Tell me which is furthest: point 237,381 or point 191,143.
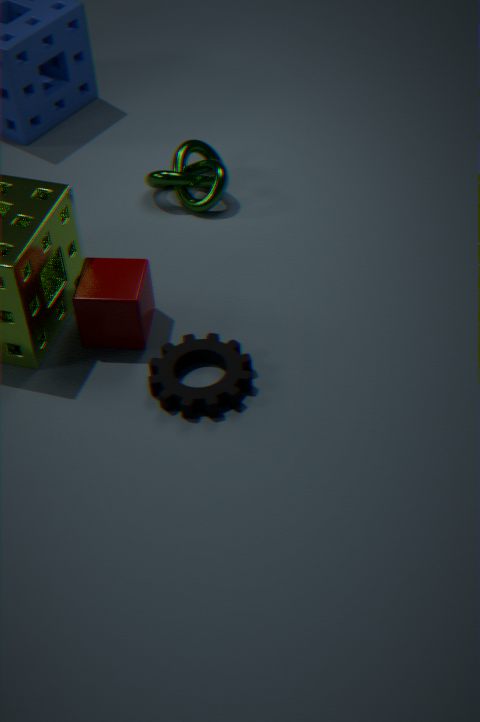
point 191,143
